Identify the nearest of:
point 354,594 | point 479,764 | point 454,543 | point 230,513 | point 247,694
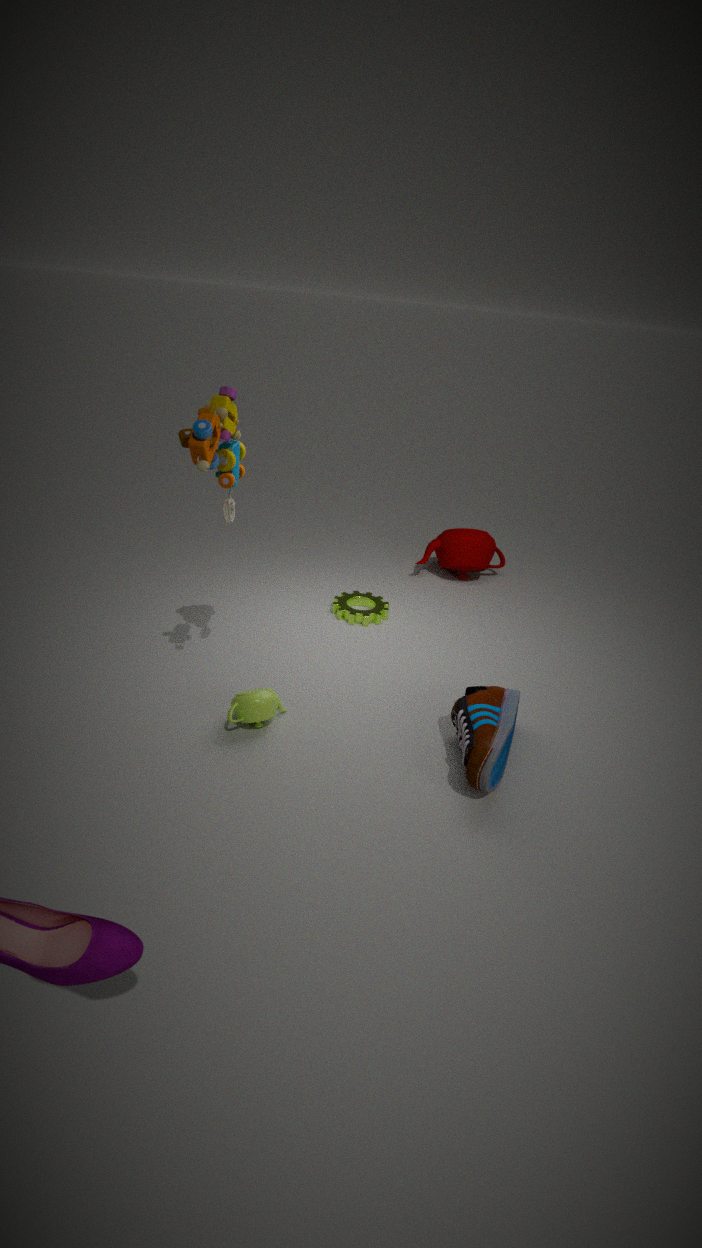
point 479,764
